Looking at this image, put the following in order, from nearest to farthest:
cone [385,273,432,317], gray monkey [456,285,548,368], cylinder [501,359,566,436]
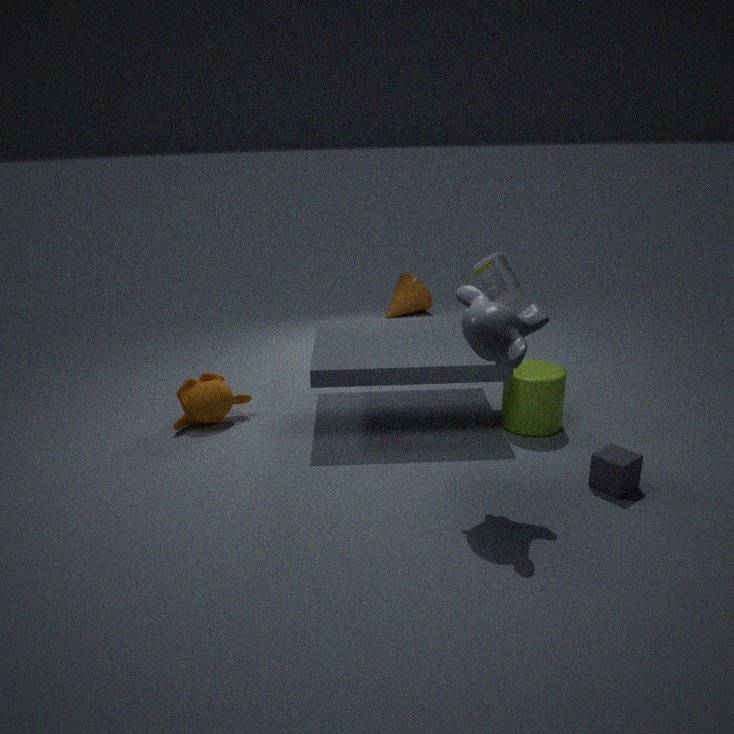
gray monkey [456,285,548,368] < cylinder [501,359,566,436] < cone [385,273,432,317]
